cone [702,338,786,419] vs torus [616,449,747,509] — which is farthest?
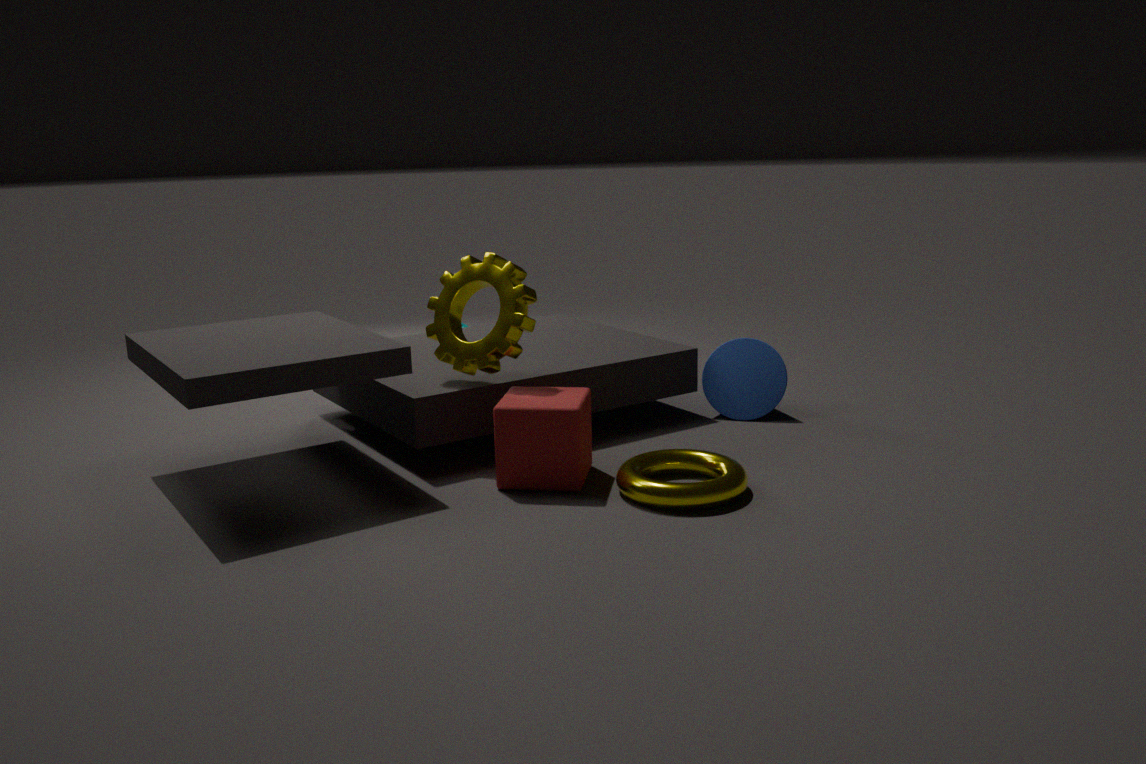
cone [702,338,786,419]
